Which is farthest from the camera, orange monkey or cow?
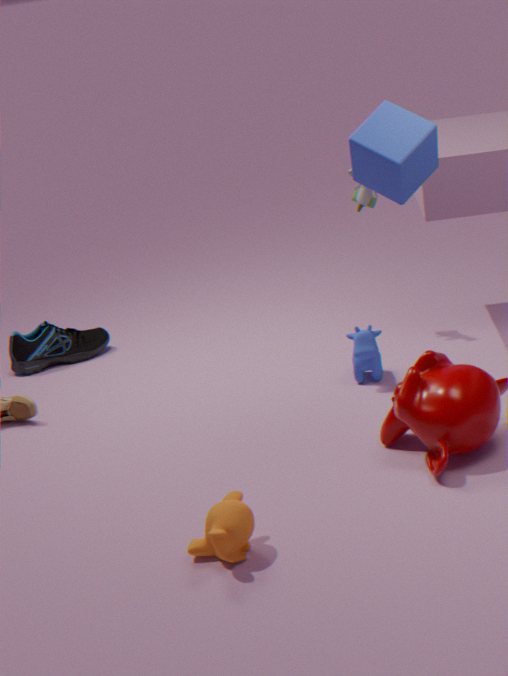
cow
